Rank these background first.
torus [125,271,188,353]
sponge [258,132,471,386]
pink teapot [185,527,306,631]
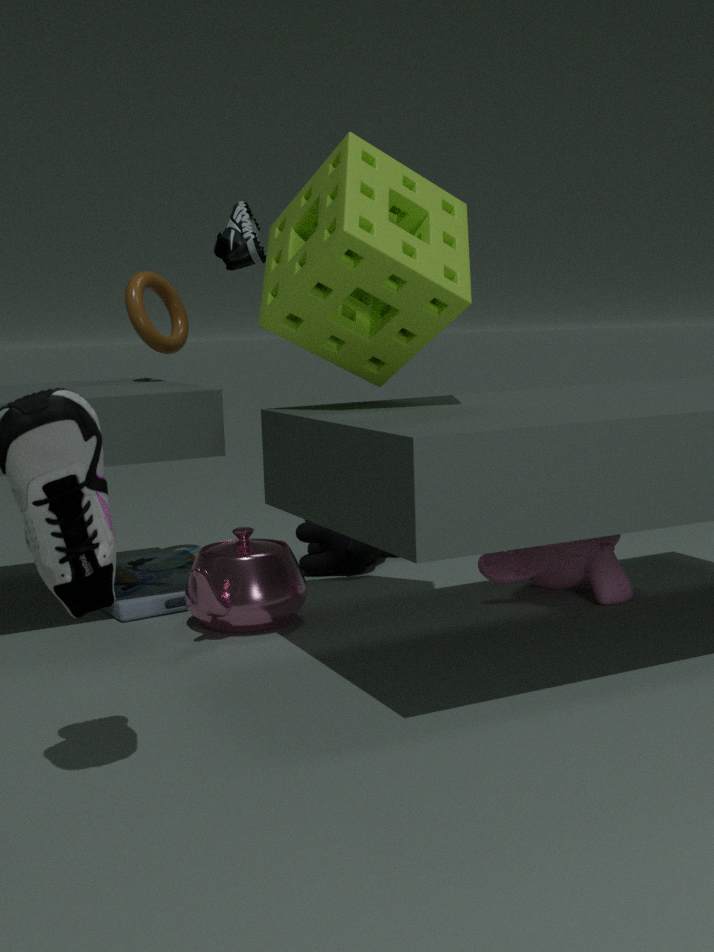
torus [125,271,188,353] < pink teapot [185,527,306,631] < sponge [258,132,471,386]
